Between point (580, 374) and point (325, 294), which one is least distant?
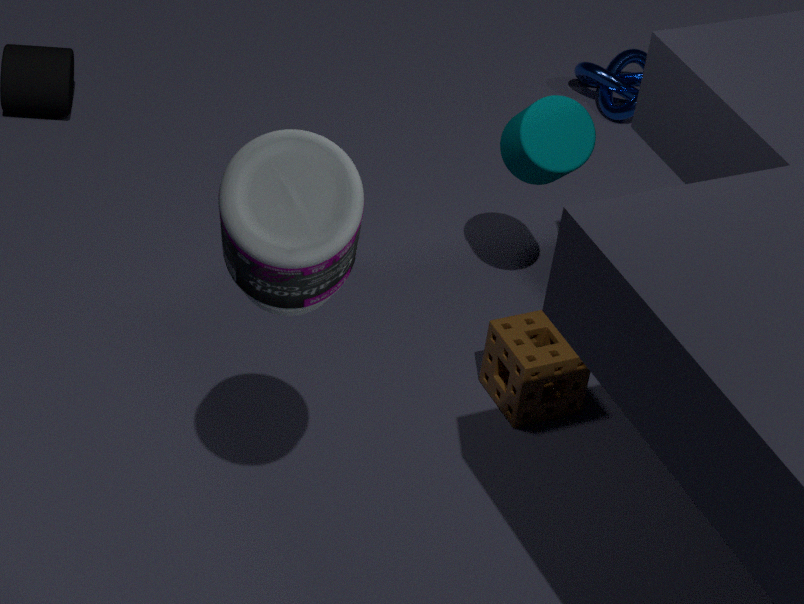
point (325, 294)
